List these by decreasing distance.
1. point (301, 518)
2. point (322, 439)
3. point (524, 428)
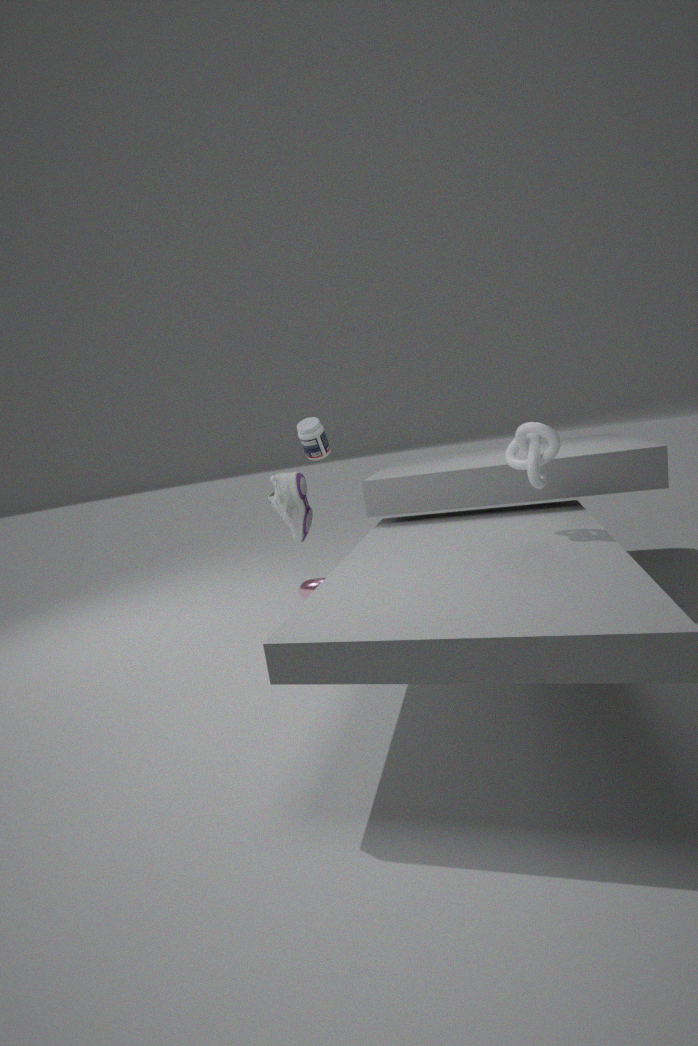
point (301, 518) < point (322, 439) < point (524, 428)
